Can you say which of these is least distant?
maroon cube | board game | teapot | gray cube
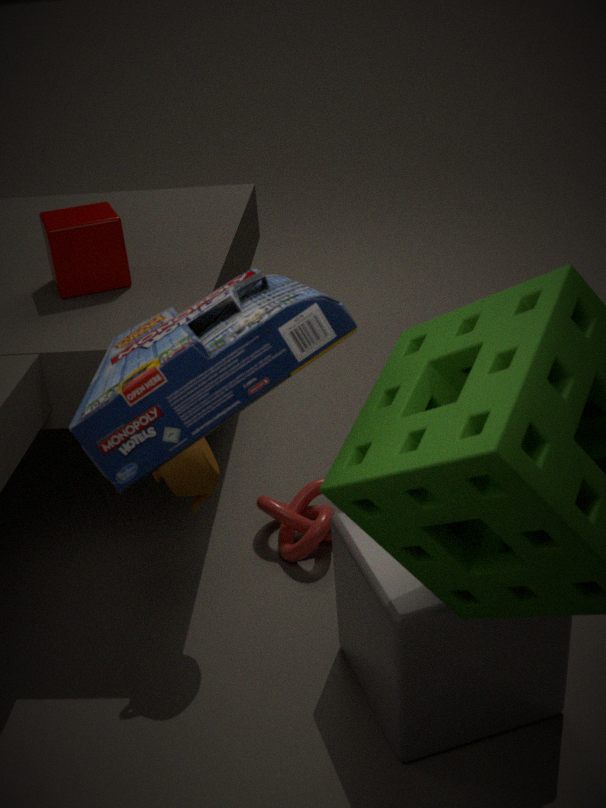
board game
